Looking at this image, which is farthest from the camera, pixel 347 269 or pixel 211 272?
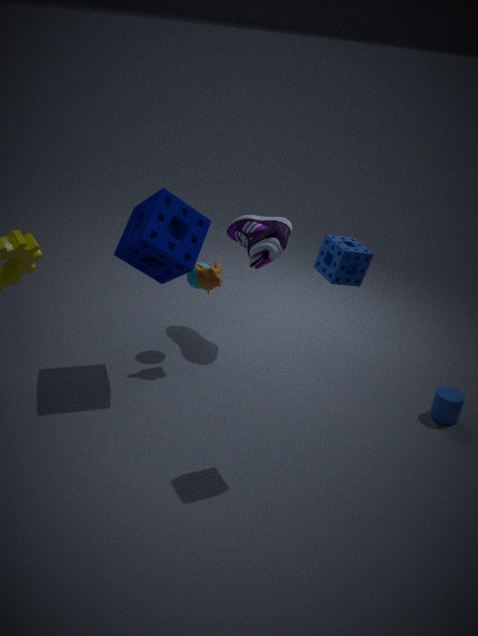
pixel 211 272
